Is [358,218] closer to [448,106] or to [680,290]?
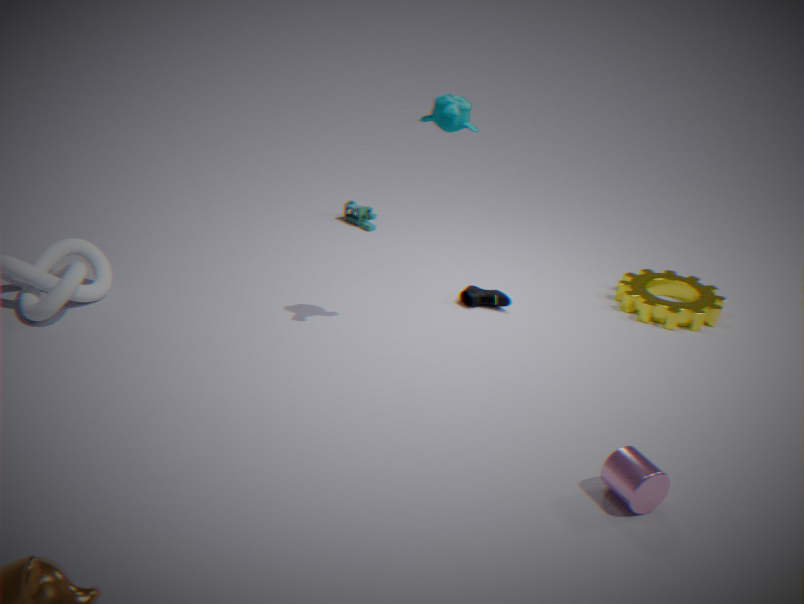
[448,106]
